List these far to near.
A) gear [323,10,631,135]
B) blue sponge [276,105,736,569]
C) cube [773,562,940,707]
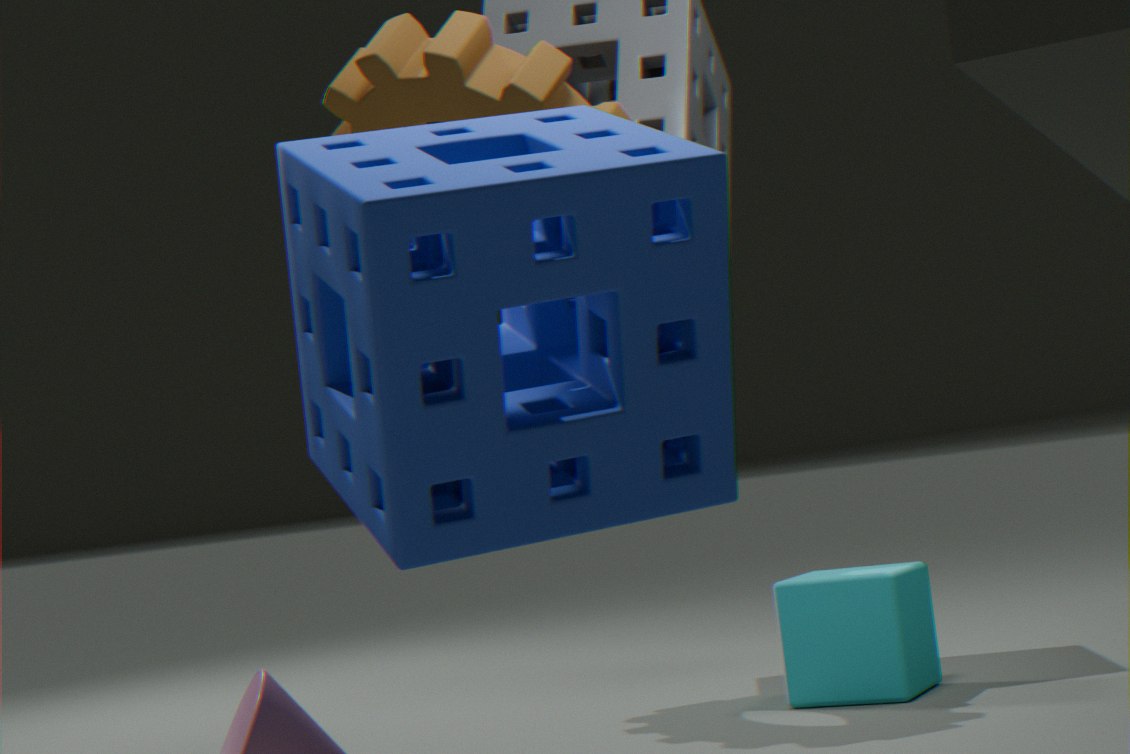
gear [323,10,631,135]
cube [773,562,940,707]
blue sponge [276,105,736,569]
